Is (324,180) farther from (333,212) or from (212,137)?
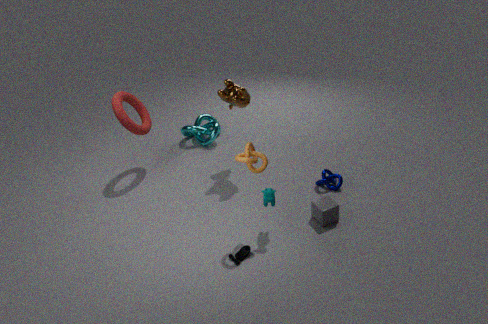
(212,137)
